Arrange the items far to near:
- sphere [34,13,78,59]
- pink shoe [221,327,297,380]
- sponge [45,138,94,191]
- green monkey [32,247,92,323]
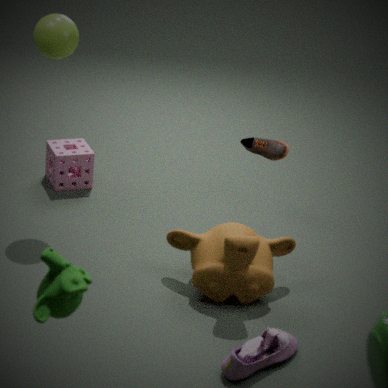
1. sponge [45,138,94,191]
2. sphere [34,13,78,59]
3. pink shoe [221,327,297,380]
4. green monkey [32,247,92,323]
